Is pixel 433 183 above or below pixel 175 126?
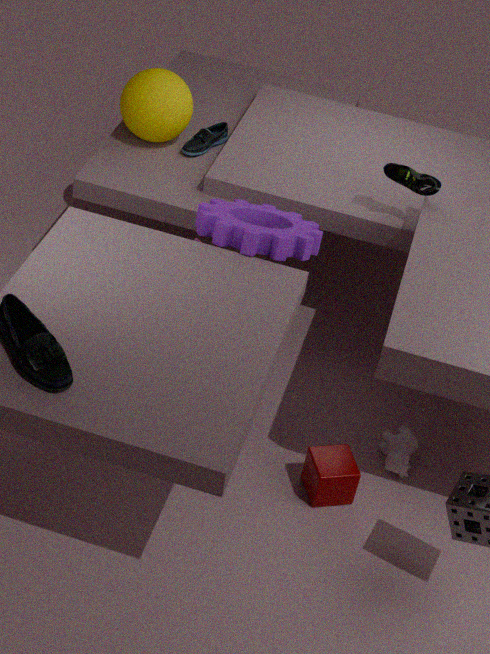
above
